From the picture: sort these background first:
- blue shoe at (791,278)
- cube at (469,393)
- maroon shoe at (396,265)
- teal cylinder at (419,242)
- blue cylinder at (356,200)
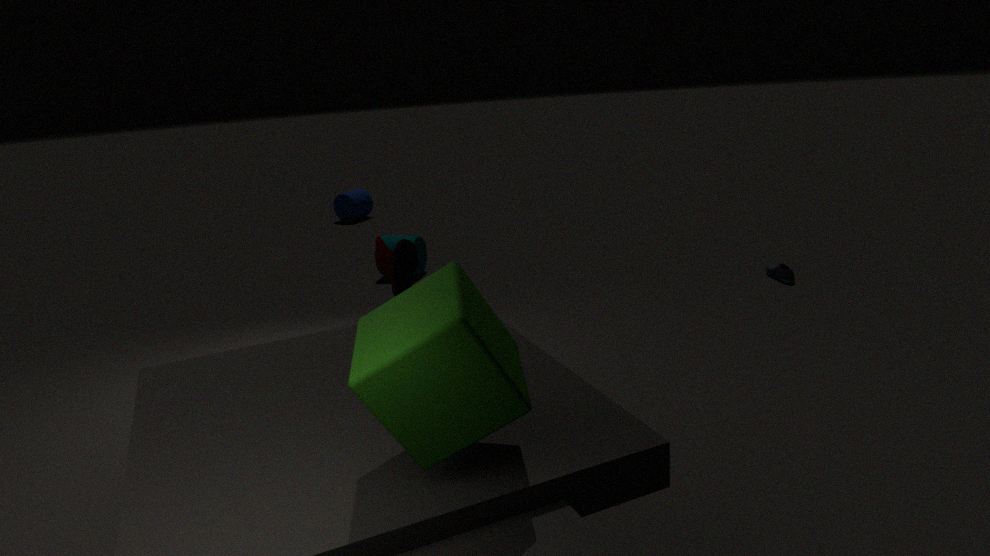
blue cylinder at (356,200), teal cylinder at (419,242), blue shoe at (791,278), maroon shoe at (396,265), cube at (469,393)
